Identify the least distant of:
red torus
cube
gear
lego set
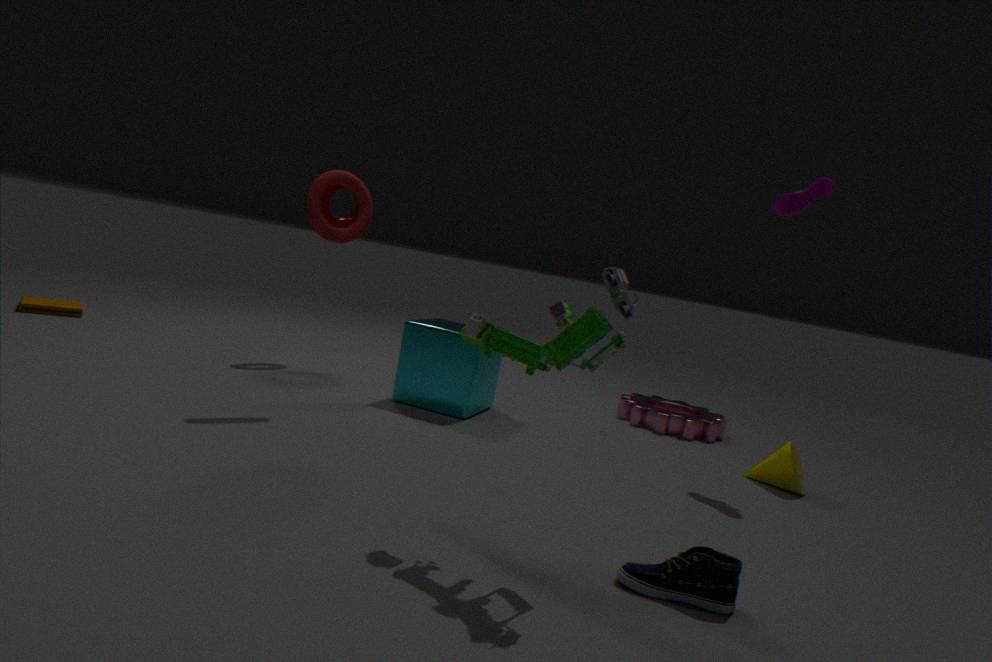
lego set
